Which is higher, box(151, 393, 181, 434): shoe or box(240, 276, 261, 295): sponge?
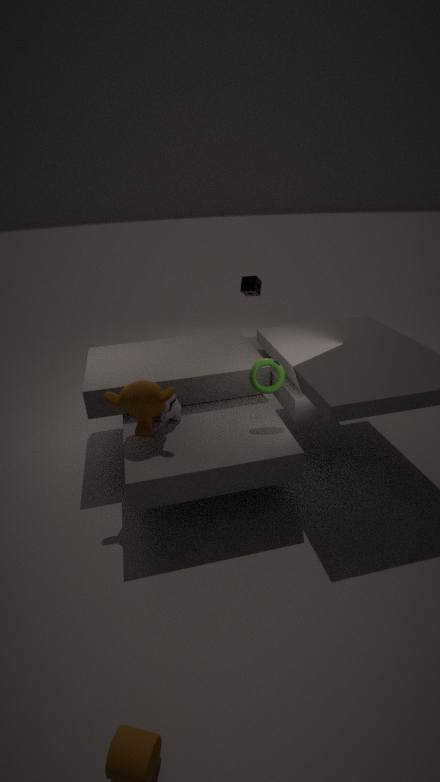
box(240, 276, 261, 295): sponge
